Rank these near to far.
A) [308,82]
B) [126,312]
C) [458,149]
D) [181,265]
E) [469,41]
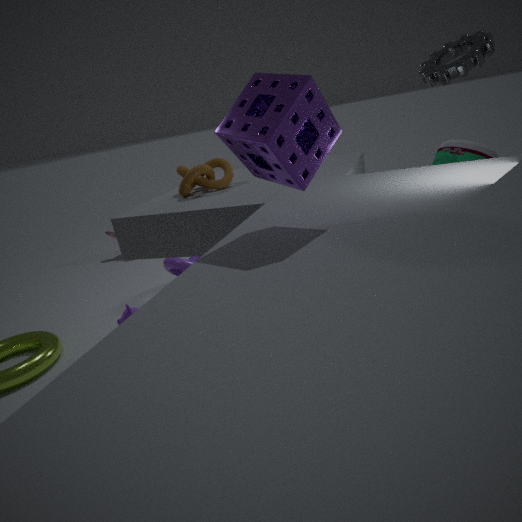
[308,82]
[469,41]
[458,149]
[126,312]
[181,265]
